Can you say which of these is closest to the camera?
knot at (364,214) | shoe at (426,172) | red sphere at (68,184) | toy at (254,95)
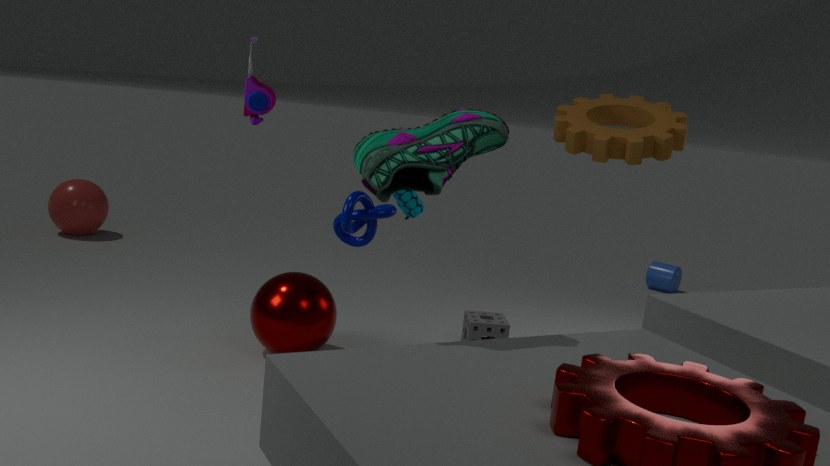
shoe at (426,172)
